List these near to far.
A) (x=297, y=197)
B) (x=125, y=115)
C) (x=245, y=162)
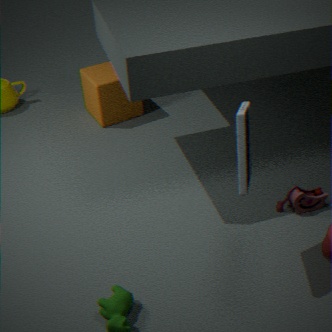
(x=245, y=162)
(x=297, y=197)
(x=125, y=115)
